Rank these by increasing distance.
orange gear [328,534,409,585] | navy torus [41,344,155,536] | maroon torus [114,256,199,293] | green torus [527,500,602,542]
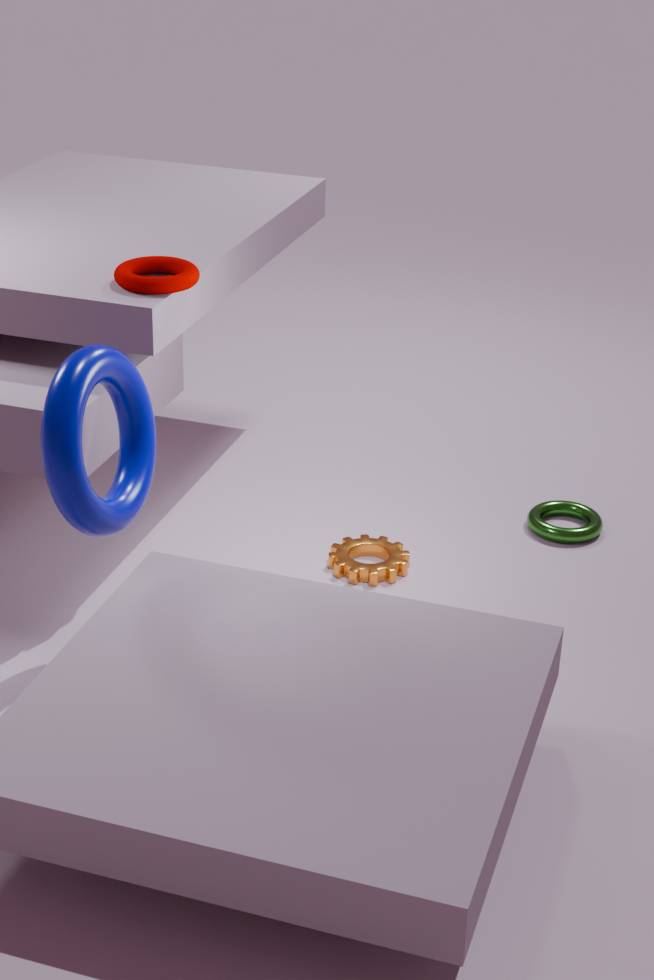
1. navy torus [41,344,155,536]
2. maroon torus [114,256,199,293]
3. orange gear [328,534,409,585]
4. green torus [527,500,602,542]
